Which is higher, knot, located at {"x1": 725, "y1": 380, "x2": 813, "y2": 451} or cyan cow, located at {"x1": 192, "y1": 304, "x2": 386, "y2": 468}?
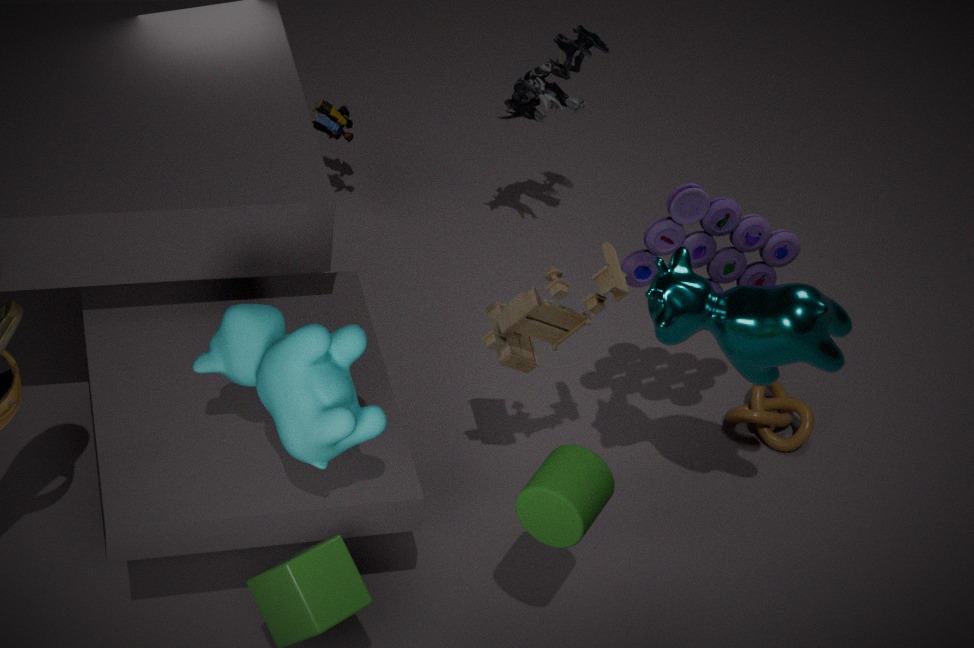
cyan cow, located at {"x1": 192, "y1": 304, "x2": 386, "y2": 468}
